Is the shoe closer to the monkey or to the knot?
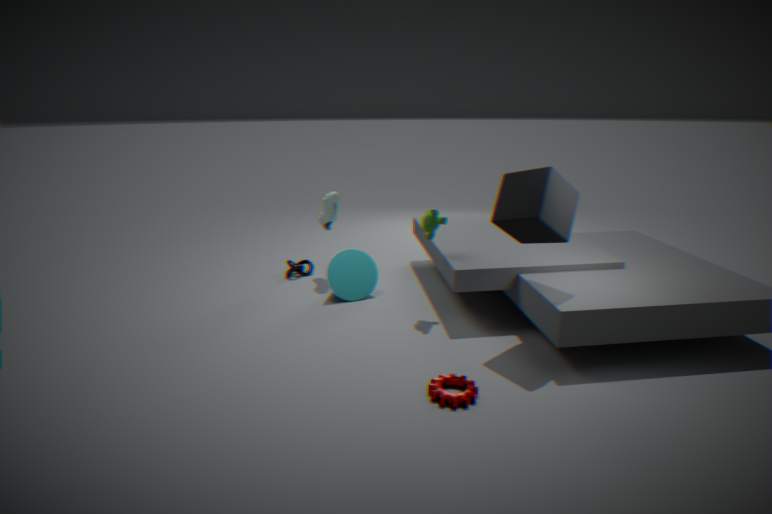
the knot
